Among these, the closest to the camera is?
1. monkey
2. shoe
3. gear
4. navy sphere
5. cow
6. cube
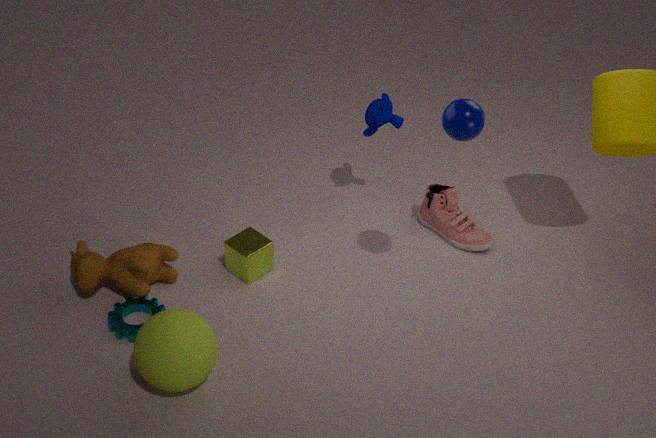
navy sphere
